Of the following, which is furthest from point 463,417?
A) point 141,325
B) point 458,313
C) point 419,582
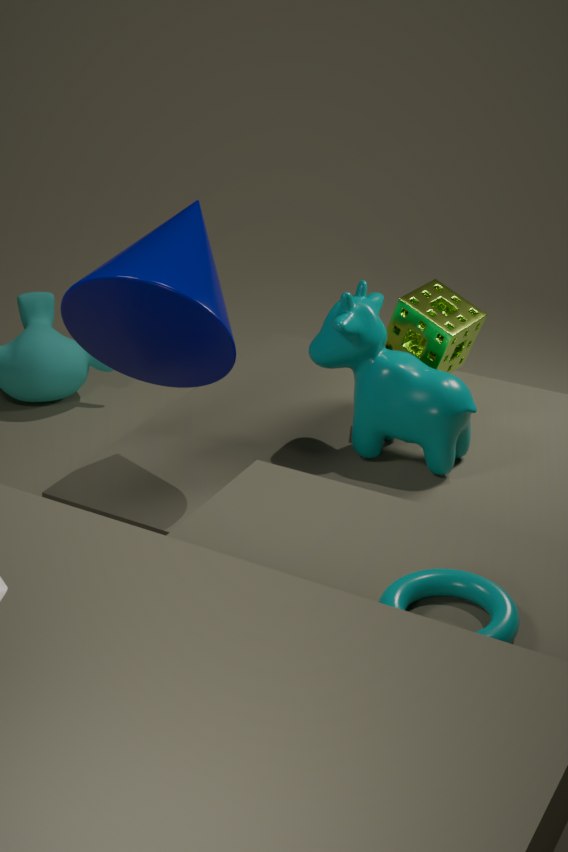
point 419,582
